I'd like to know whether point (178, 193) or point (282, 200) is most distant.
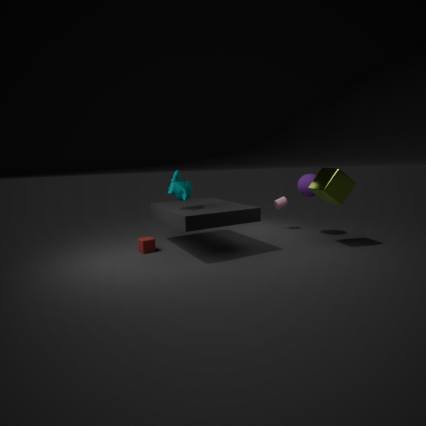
point (282, 200)
